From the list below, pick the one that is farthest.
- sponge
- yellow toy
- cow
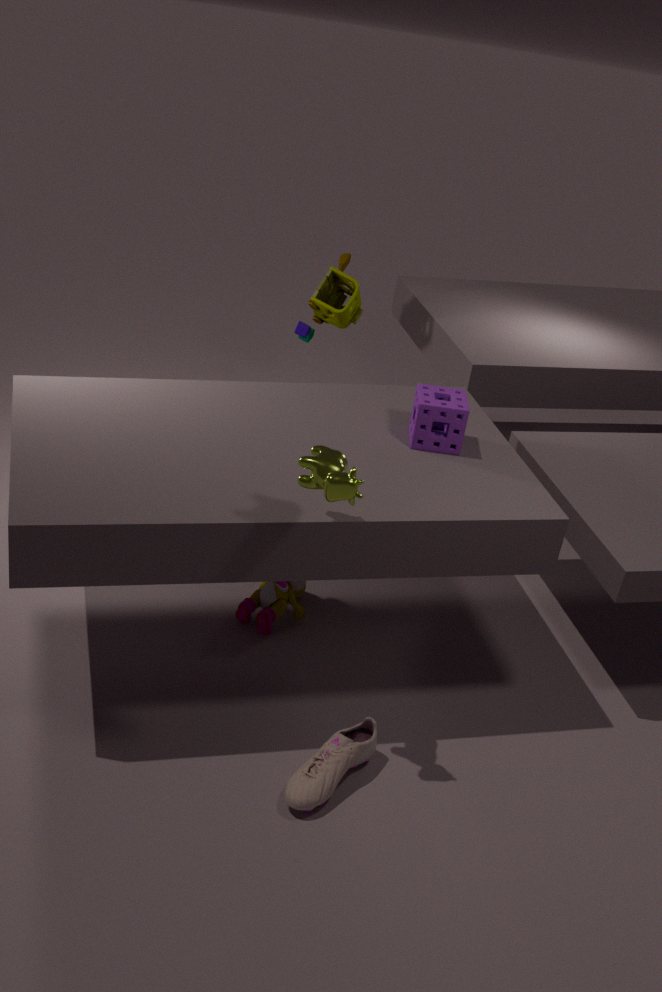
yellow toy
